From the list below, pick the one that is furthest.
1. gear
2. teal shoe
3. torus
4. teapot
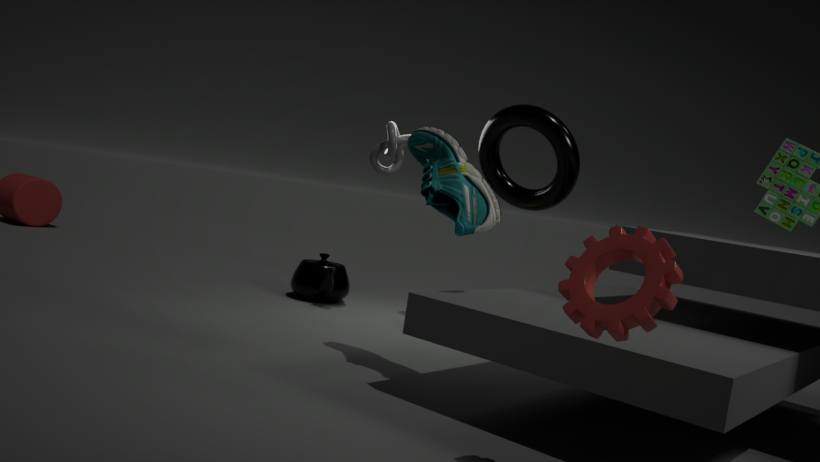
teapot
